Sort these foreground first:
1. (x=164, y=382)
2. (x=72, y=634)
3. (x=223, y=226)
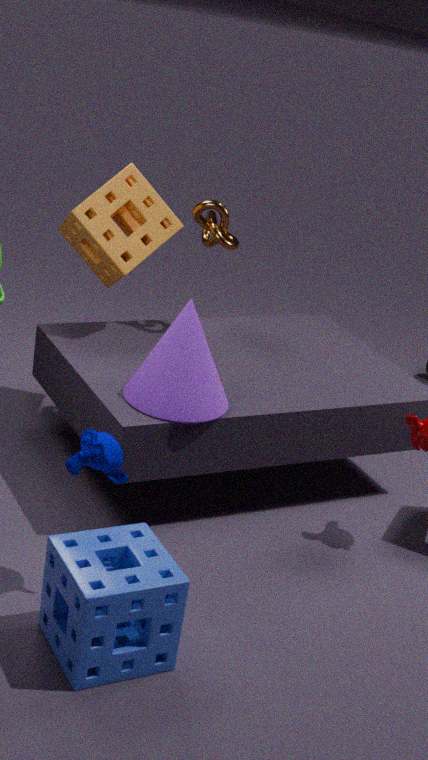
1. (x=72, y=634)
2. (x=164, y=382)
3. (x=223, y=226)
